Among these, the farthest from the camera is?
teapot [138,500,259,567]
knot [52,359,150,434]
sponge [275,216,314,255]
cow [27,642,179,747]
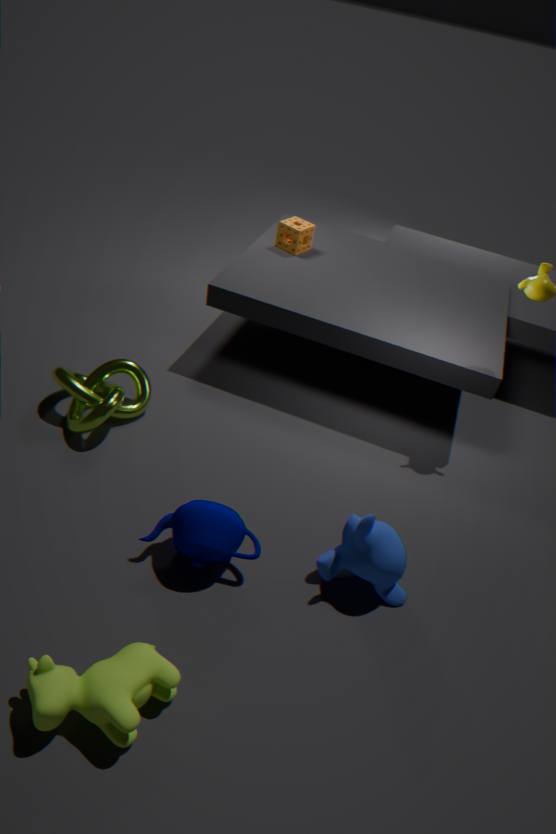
sponge [275,216,314,255]
